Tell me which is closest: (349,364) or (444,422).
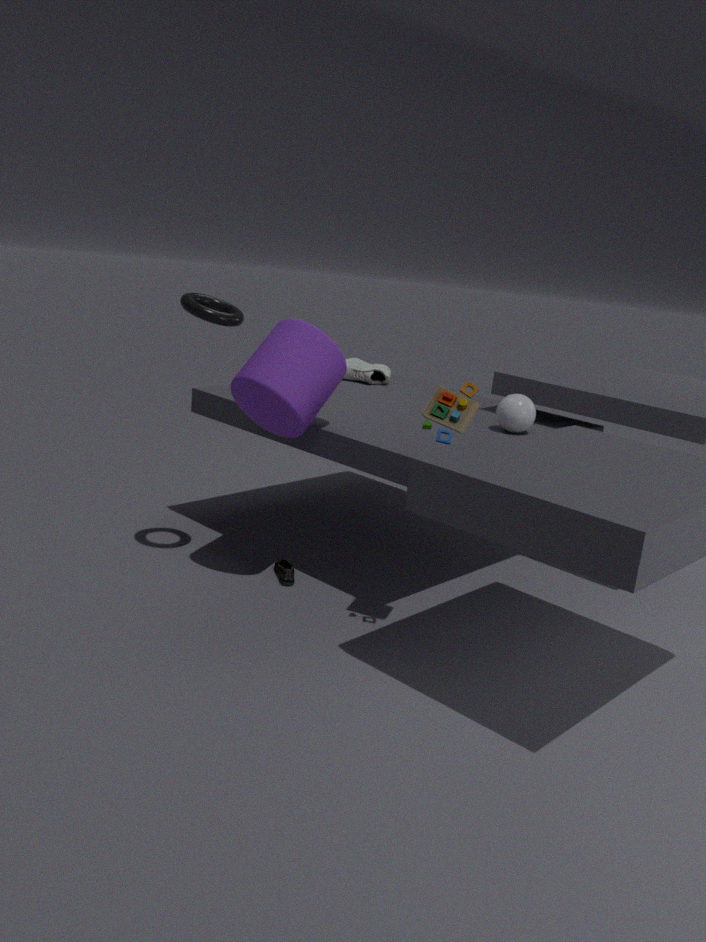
(444,422)
